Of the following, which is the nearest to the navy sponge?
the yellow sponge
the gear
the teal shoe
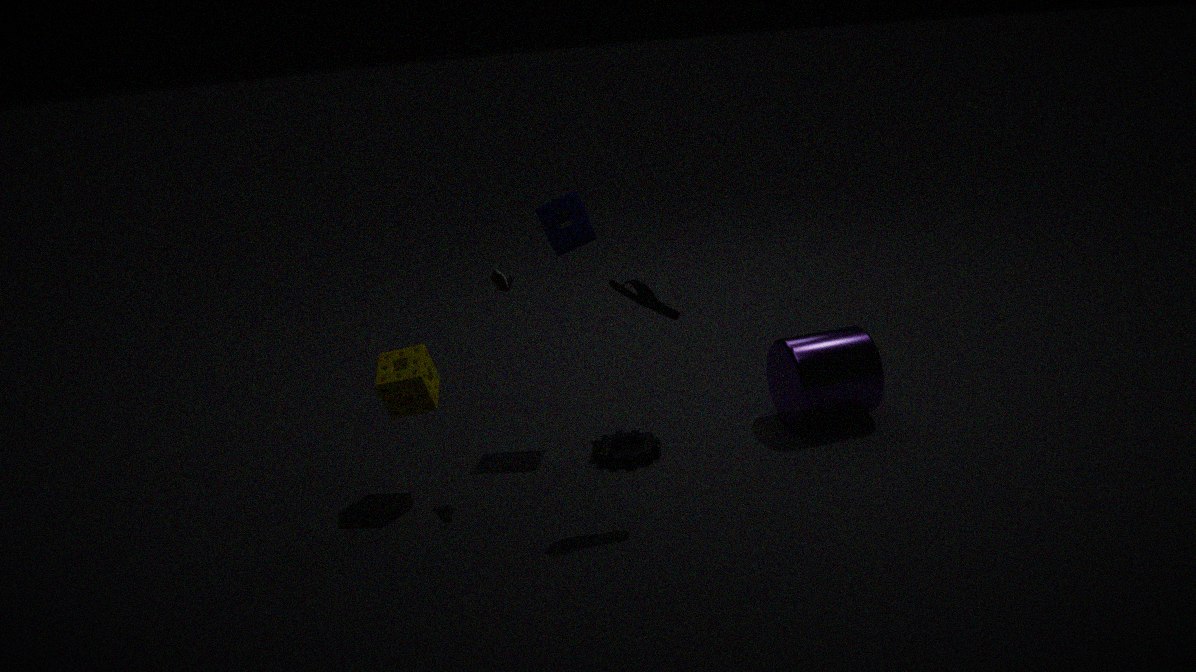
the teal shoe
